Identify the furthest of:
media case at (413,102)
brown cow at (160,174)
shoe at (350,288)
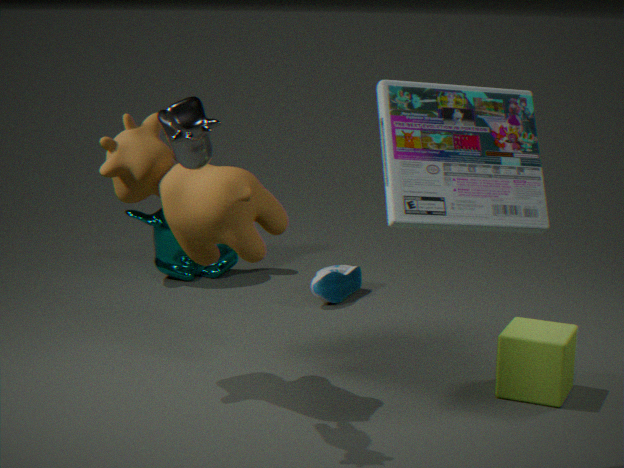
shoe at (350,288)
